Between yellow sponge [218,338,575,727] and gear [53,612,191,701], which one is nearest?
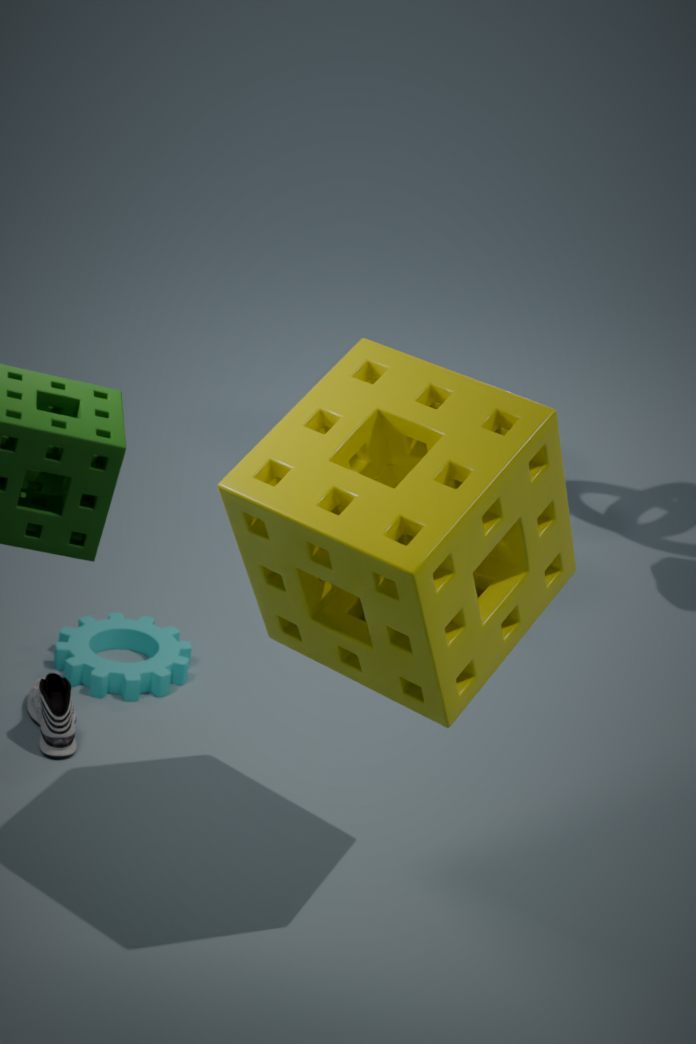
yellow sponge [218,338,575,727]
